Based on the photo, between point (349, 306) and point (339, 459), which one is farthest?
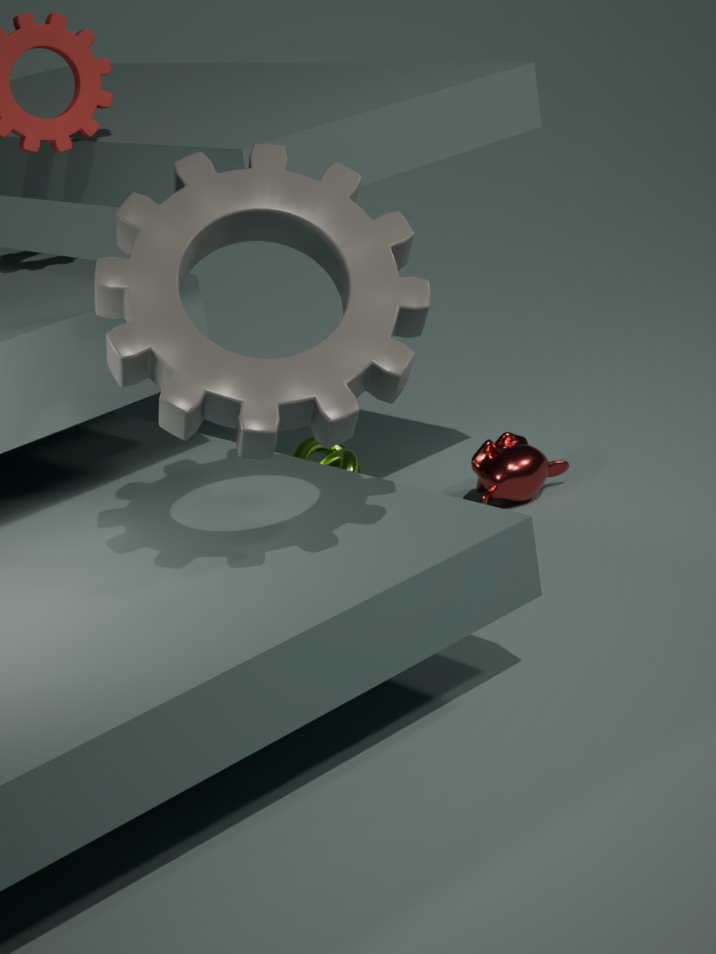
point (339, 459)
